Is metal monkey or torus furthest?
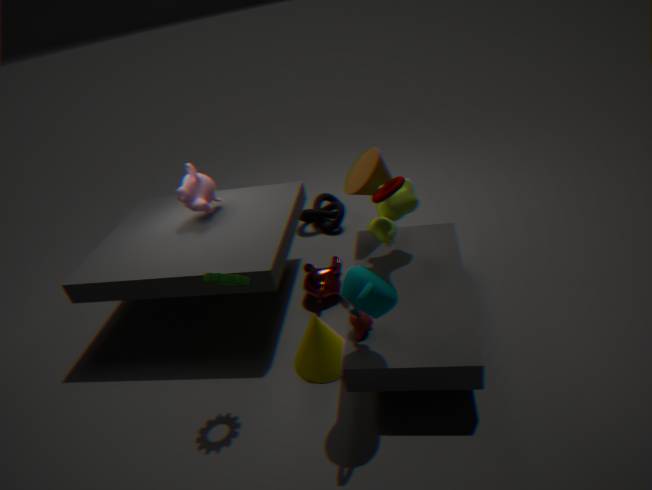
metal monkey
